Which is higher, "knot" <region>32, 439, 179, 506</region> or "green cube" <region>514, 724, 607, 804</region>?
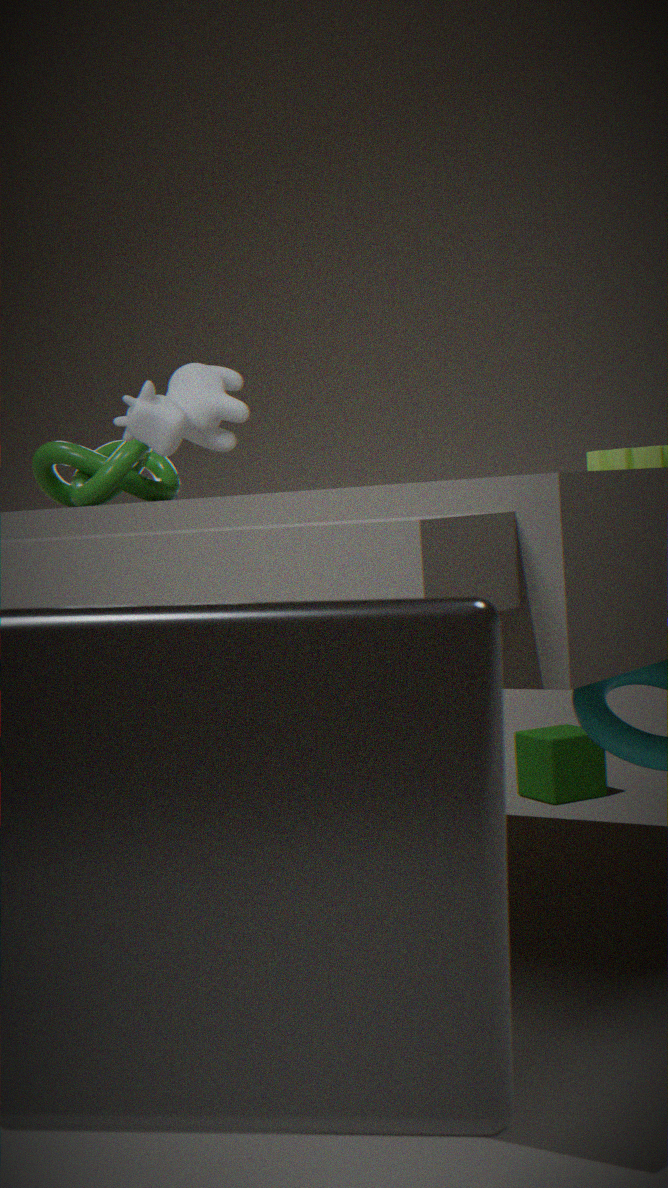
"knot" <region>32, 439, 179, 506</region>
